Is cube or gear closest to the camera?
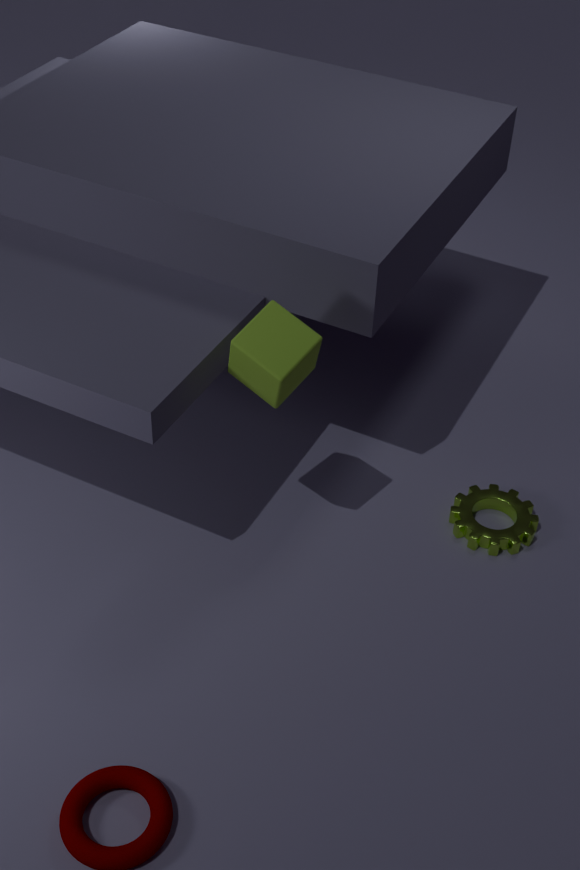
cube
